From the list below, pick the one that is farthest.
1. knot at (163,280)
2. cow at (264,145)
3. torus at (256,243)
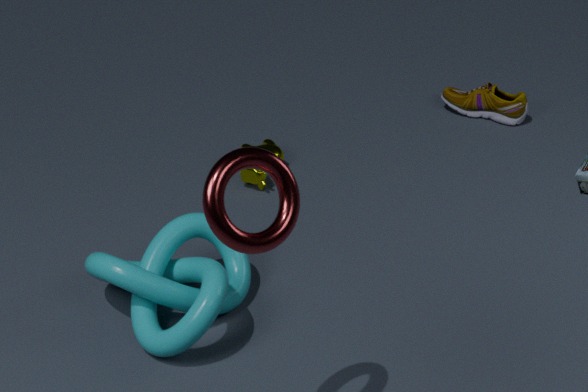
cow at (264,145)
